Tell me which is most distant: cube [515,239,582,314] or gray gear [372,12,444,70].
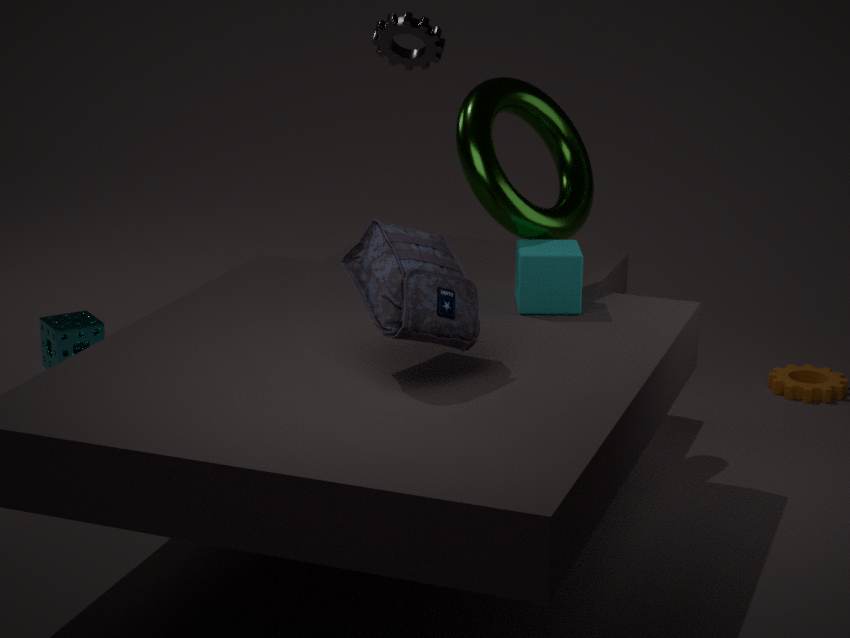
gray gear [372,12,444,70]
